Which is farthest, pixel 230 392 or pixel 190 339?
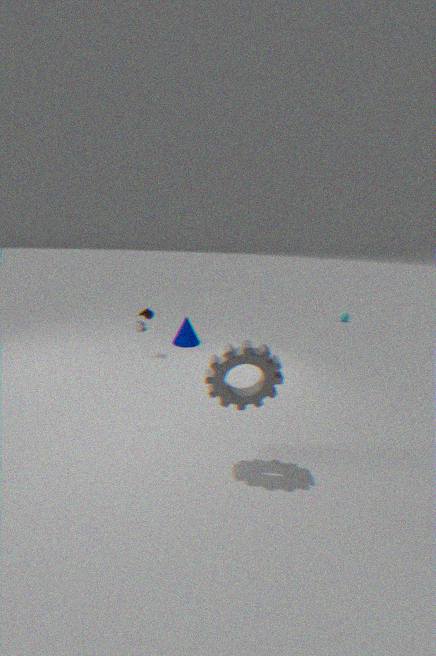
pixel 190 339
